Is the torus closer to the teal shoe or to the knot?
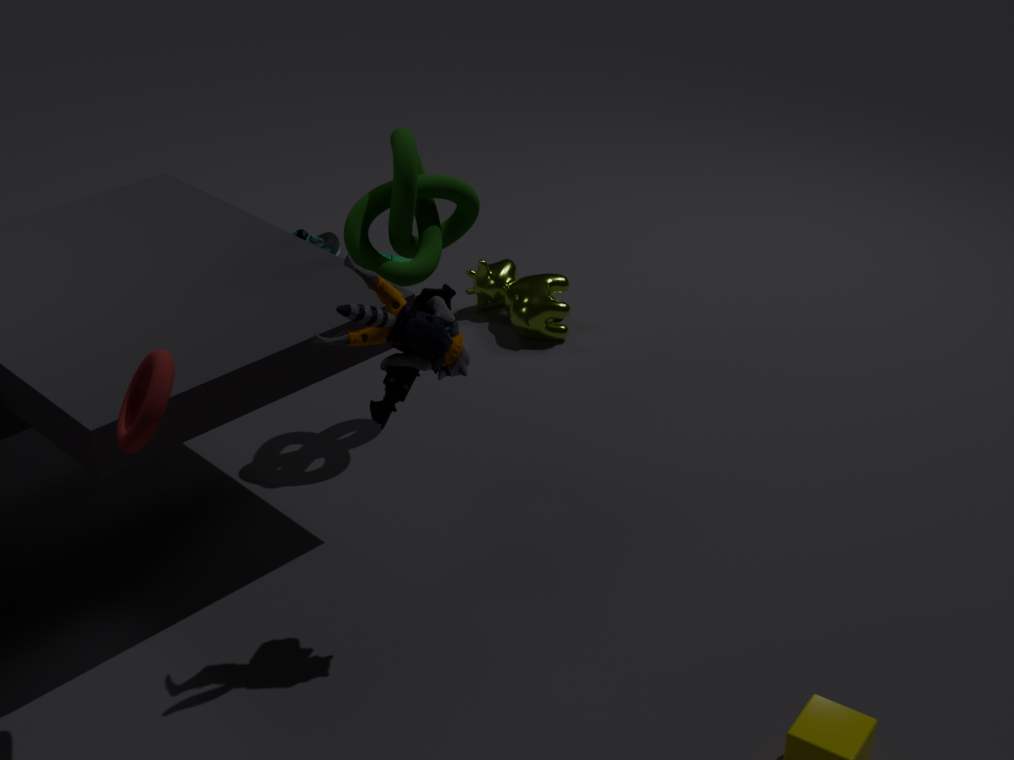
the knot
